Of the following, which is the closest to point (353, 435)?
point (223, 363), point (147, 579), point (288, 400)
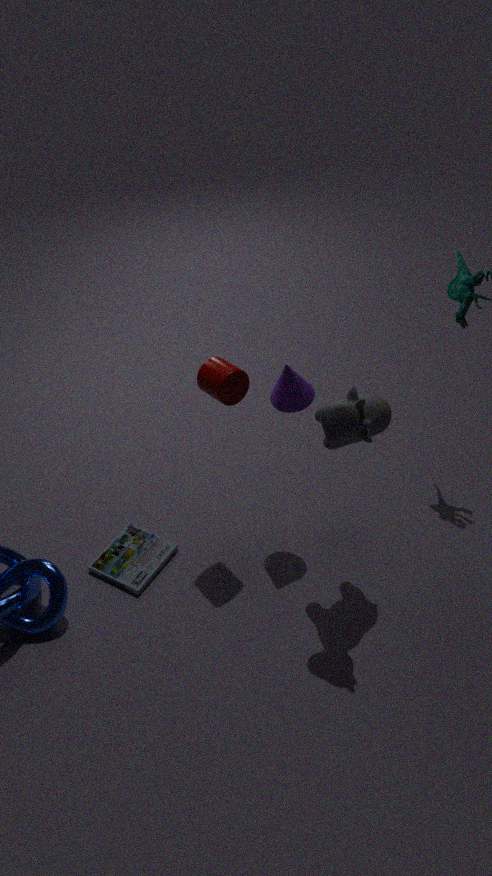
point (288, 400)
